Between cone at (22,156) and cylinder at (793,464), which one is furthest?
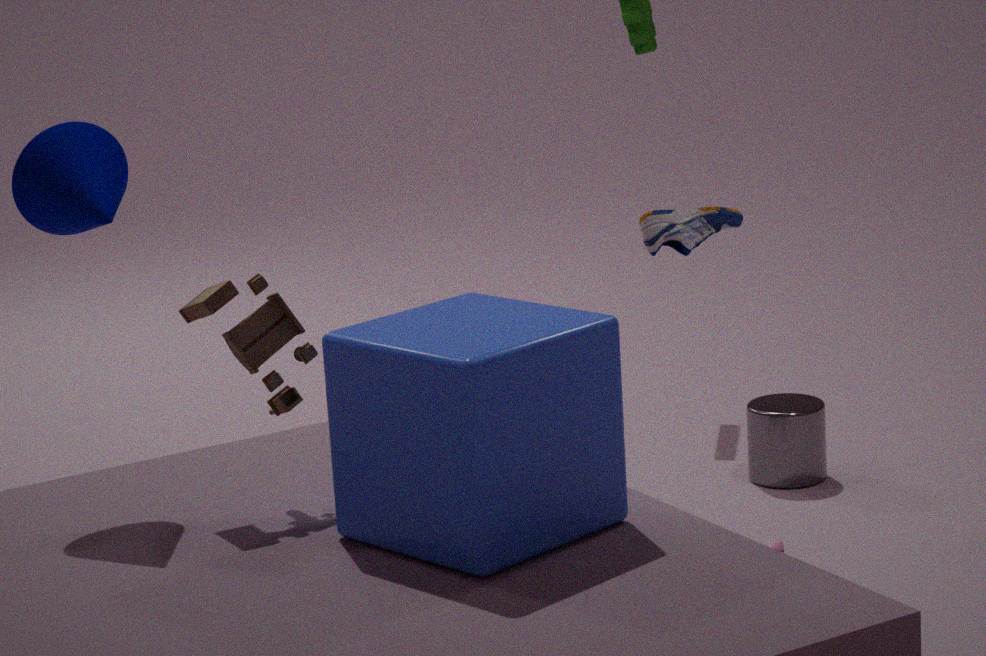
cylinder at (793,464)
